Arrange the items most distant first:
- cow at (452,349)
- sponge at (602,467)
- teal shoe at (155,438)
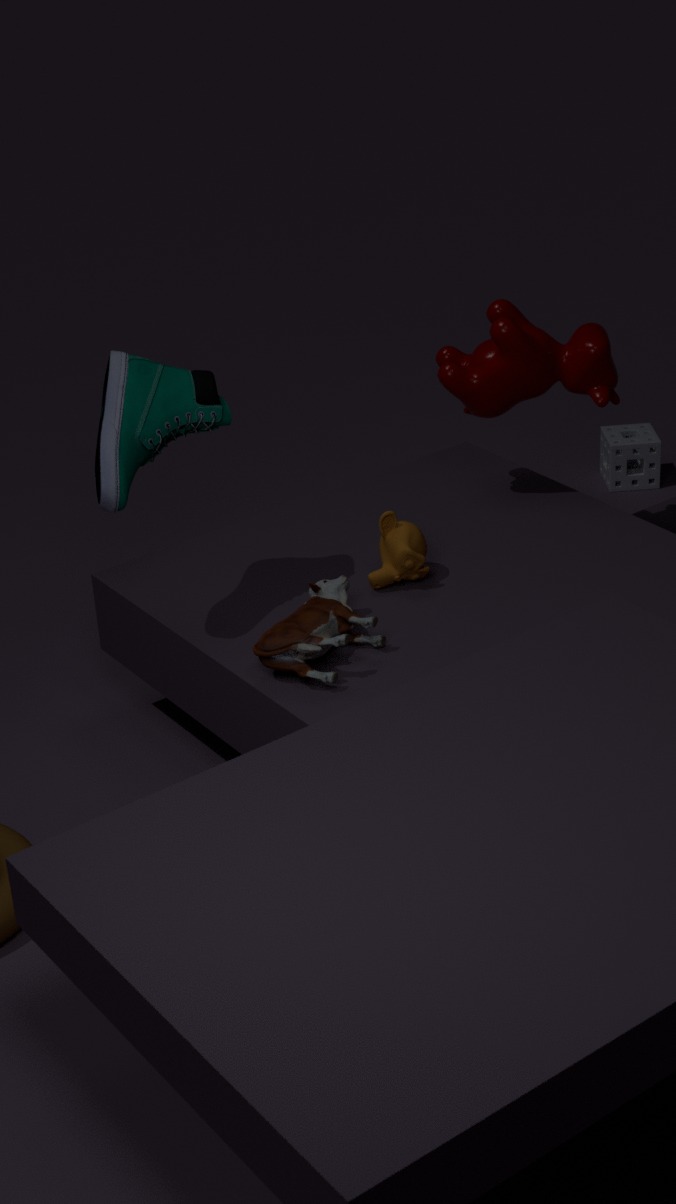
1. sponge at (602,467)
2. cow at (452,349)
3. teal shoe at (155,438)
